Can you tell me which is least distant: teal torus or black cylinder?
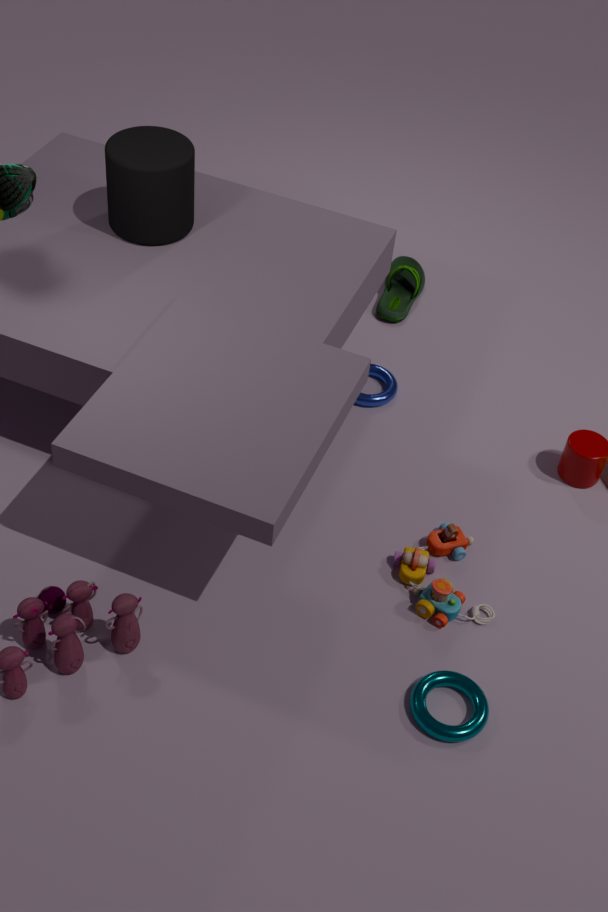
teal torus
